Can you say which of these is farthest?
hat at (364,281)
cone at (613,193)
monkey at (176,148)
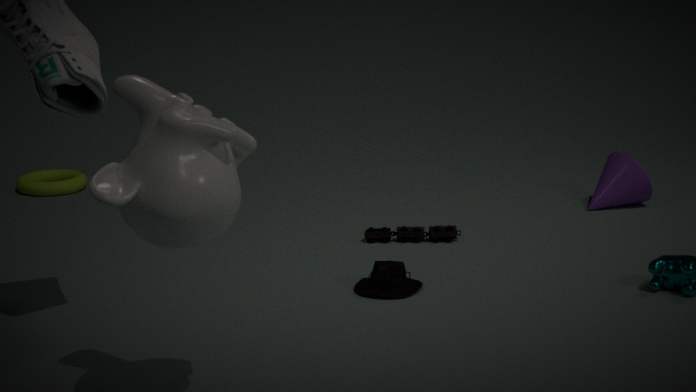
cone at (613,193)
